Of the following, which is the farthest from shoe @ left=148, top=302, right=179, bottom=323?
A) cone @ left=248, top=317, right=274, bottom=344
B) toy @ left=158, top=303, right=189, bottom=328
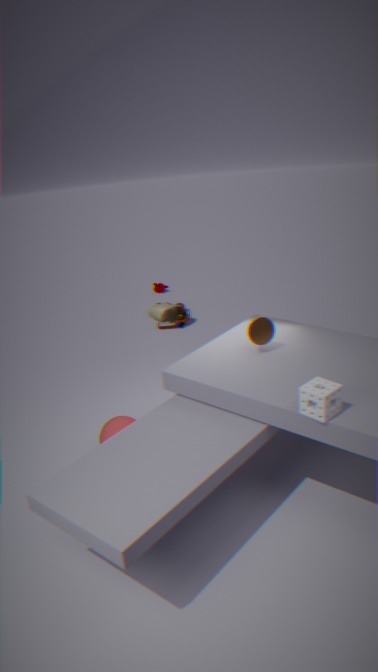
toy @ left=158, top=303, right=189, bottom=328
